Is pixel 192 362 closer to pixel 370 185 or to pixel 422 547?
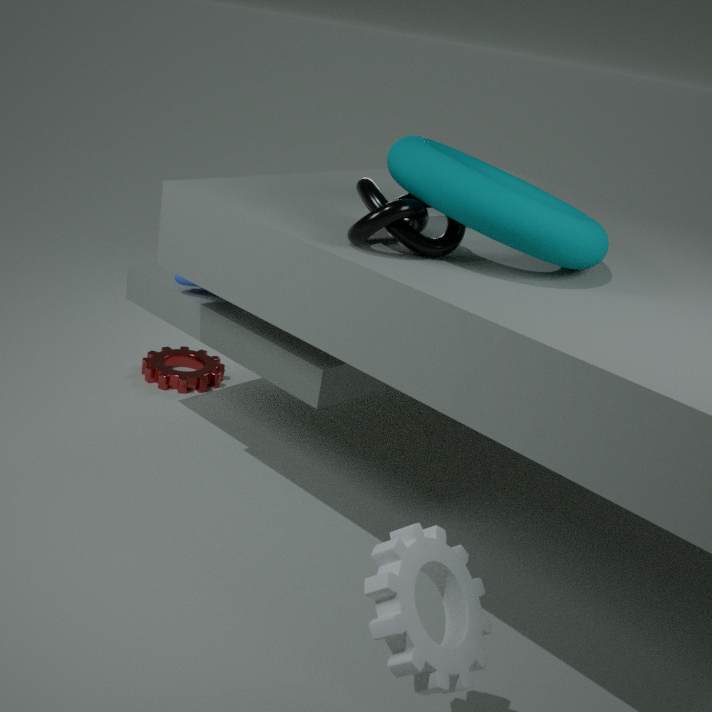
pixel 370 185
